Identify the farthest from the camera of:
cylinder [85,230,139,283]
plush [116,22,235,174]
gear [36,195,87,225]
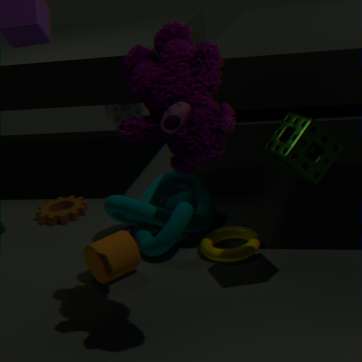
gear [36,195,87,225]
